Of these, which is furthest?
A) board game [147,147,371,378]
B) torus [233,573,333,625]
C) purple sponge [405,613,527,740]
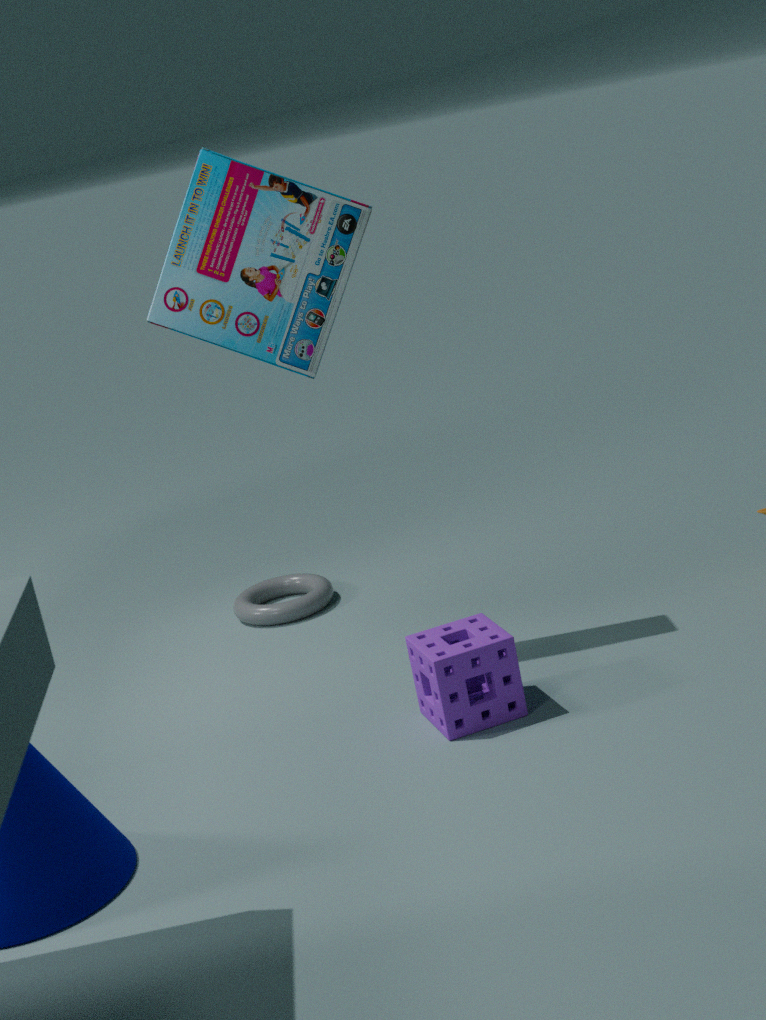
torus [233,573,333,625]
